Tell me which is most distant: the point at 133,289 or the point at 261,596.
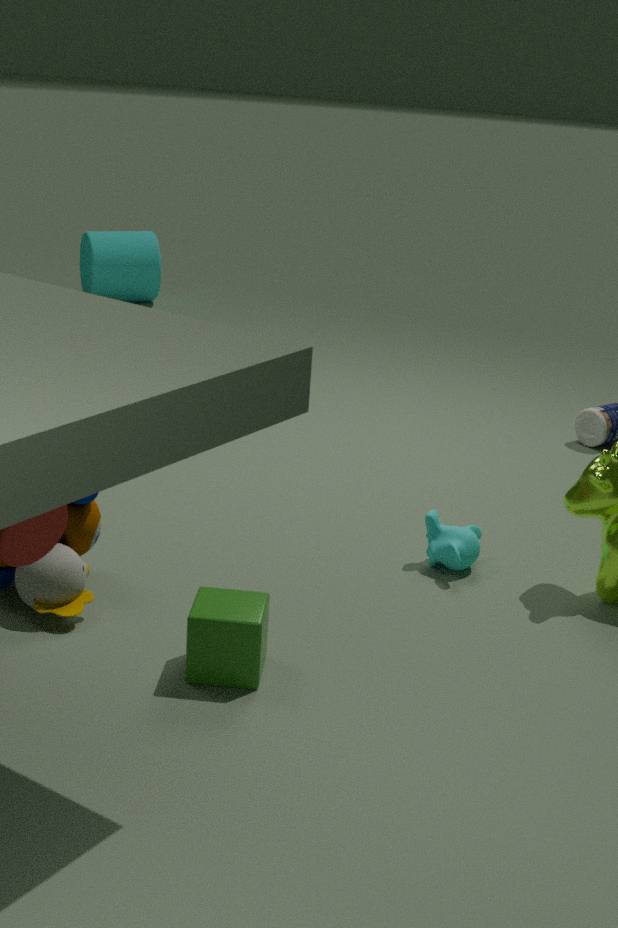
the point at 133,289
